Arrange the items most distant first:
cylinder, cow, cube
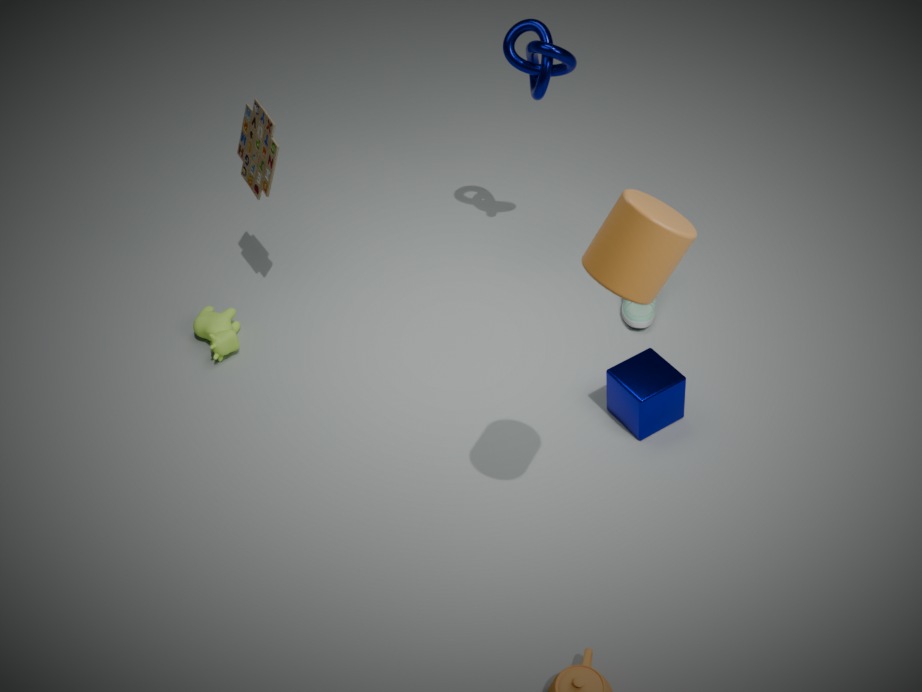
1. cow
2. cube
3. cylinder
